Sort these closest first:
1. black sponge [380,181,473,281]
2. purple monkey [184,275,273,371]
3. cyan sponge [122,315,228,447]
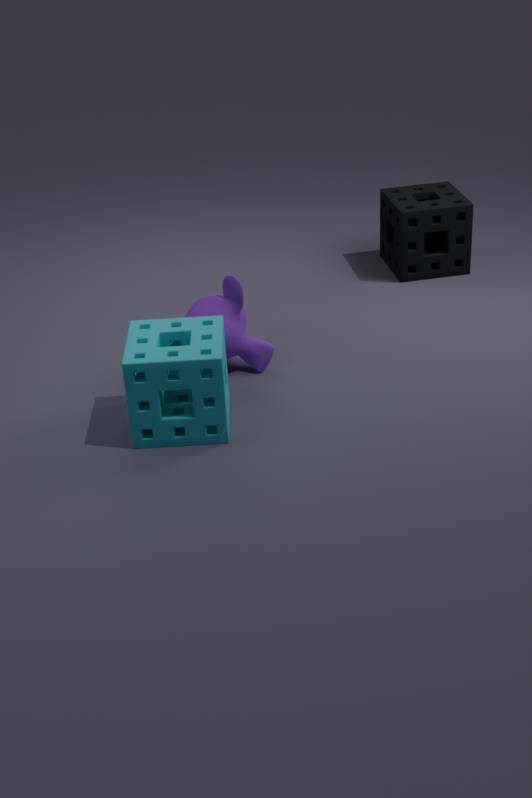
1. cyan sponge [122,315,228,447]
2. purple monkey [184,275,273,371]
3. black sponge [380,181,473,281]
